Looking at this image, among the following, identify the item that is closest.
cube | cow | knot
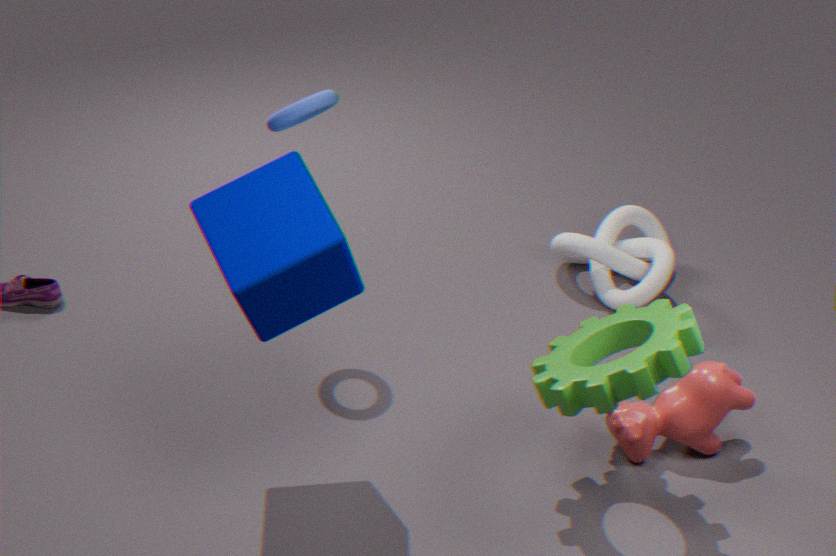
cube
